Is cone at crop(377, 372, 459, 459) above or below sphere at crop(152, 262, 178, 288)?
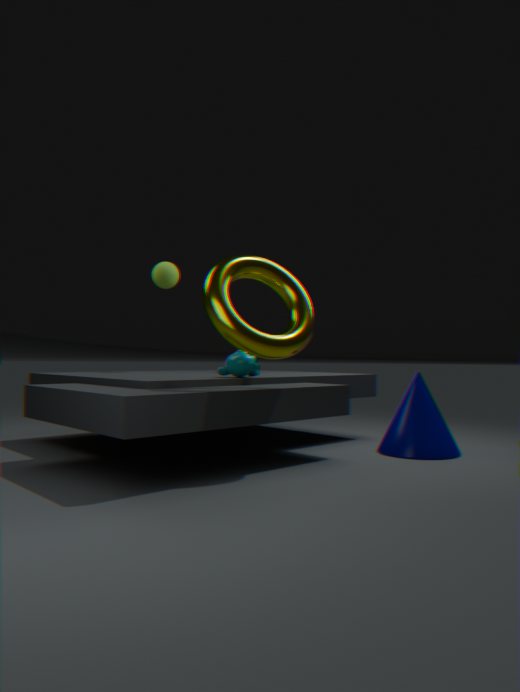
below
